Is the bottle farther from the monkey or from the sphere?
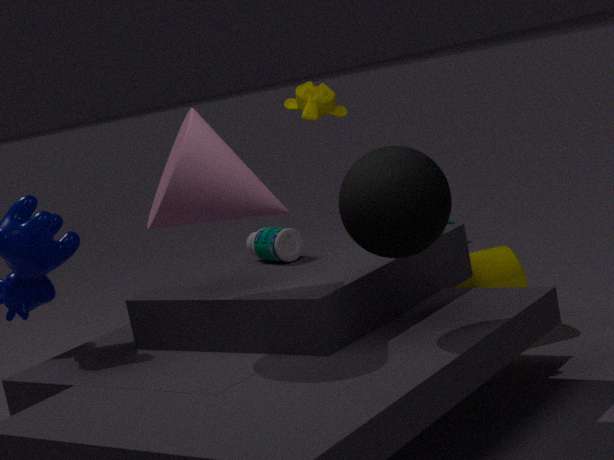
the sphere
